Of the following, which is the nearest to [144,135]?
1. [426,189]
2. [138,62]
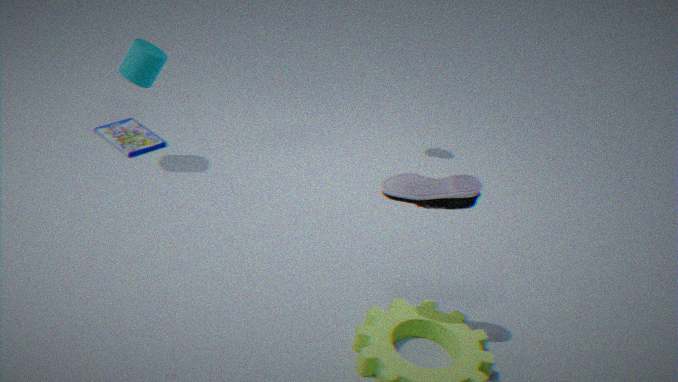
[138,62]
